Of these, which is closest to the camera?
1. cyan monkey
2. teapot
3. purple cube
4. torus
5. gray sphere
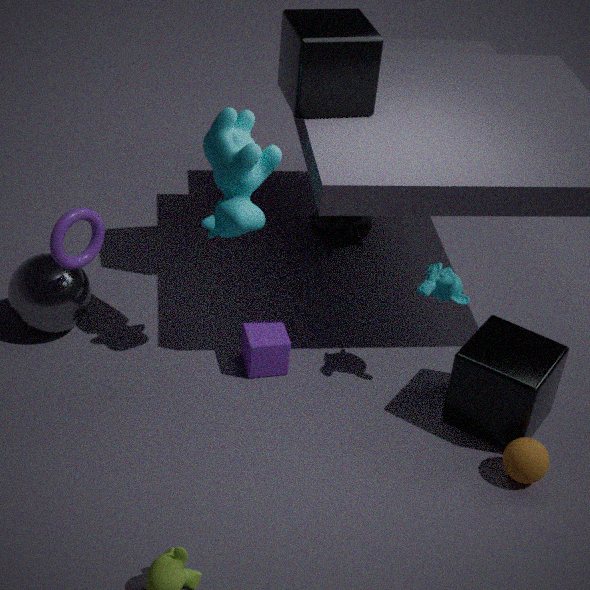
torus
